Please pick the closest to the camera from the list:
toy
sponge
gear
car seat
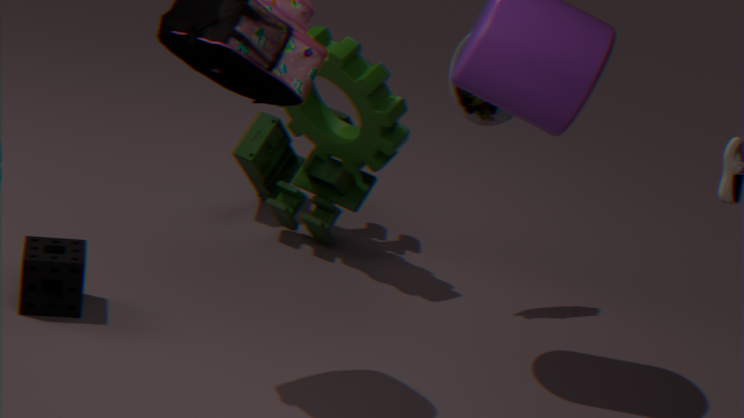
sponge
